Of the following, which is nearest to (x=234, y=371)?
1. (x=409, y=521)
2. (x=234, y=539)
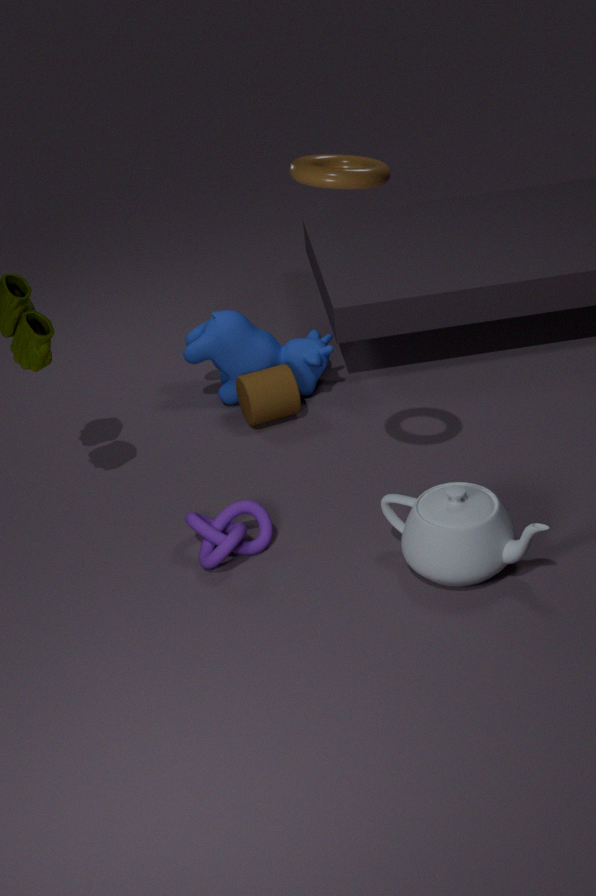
(x=234, y=539)
